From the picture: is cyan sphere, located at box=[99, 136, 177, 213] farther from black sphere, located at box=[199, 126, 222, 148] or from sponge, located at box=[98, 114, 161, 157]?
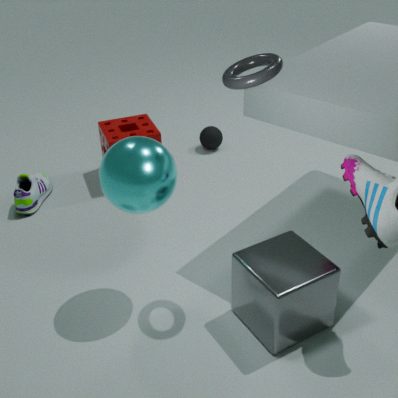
black sphere, located at box=[199, 126, 222, 148]
